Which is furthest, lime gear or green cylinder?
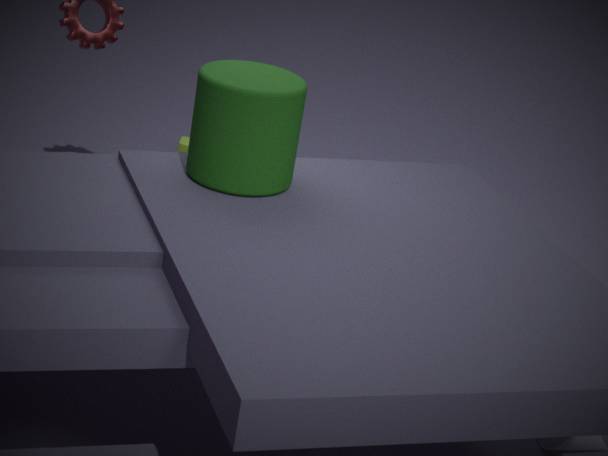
lime gear
